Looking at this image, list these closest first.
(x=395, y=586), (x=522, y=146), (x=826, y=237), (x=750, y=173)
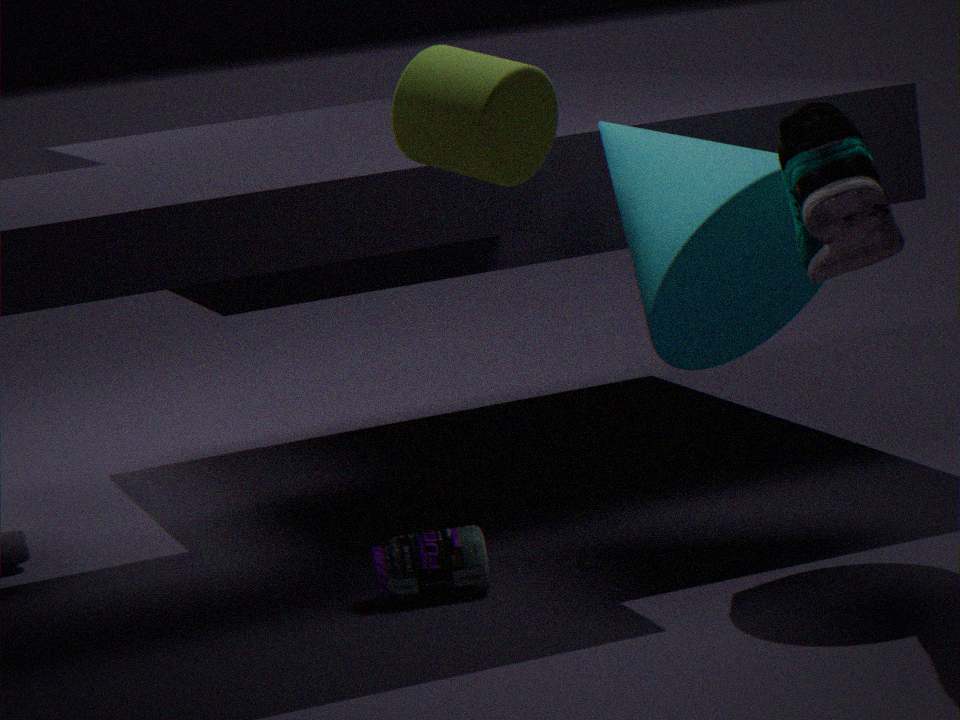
1. (x=522, y=146)
2. (x=826, y=237)
3. (x=750, y=173)
4. (x=395, y=586)
